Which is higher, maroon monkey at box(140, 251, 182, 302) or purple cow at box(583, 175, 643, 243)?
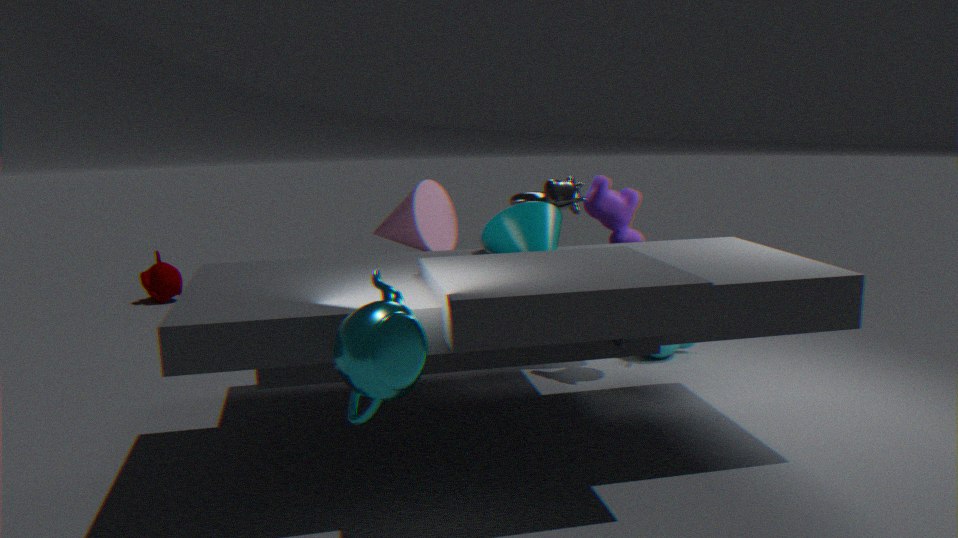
purple cow at box(583, 175, 643, 243)
